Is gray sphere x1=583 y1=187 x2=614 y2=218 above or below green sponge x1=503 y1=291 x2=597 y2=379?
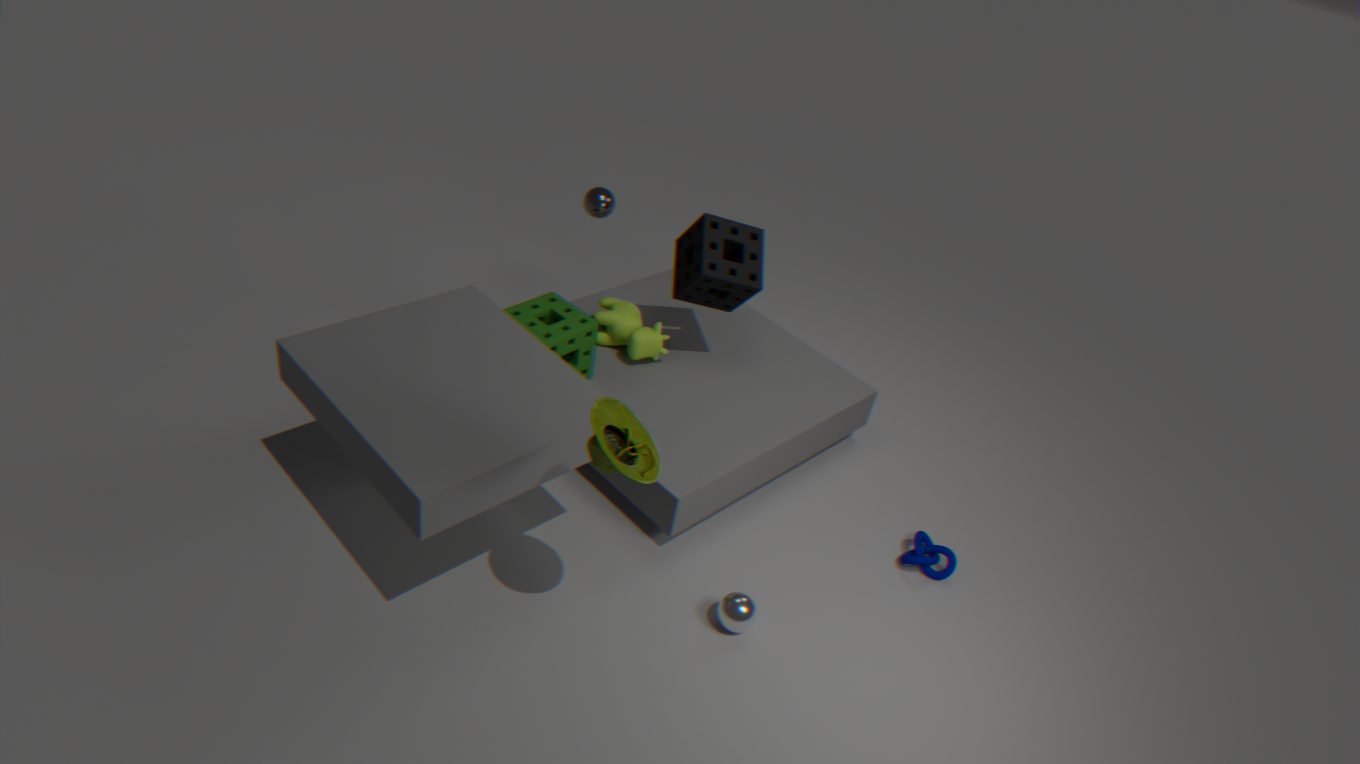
above
